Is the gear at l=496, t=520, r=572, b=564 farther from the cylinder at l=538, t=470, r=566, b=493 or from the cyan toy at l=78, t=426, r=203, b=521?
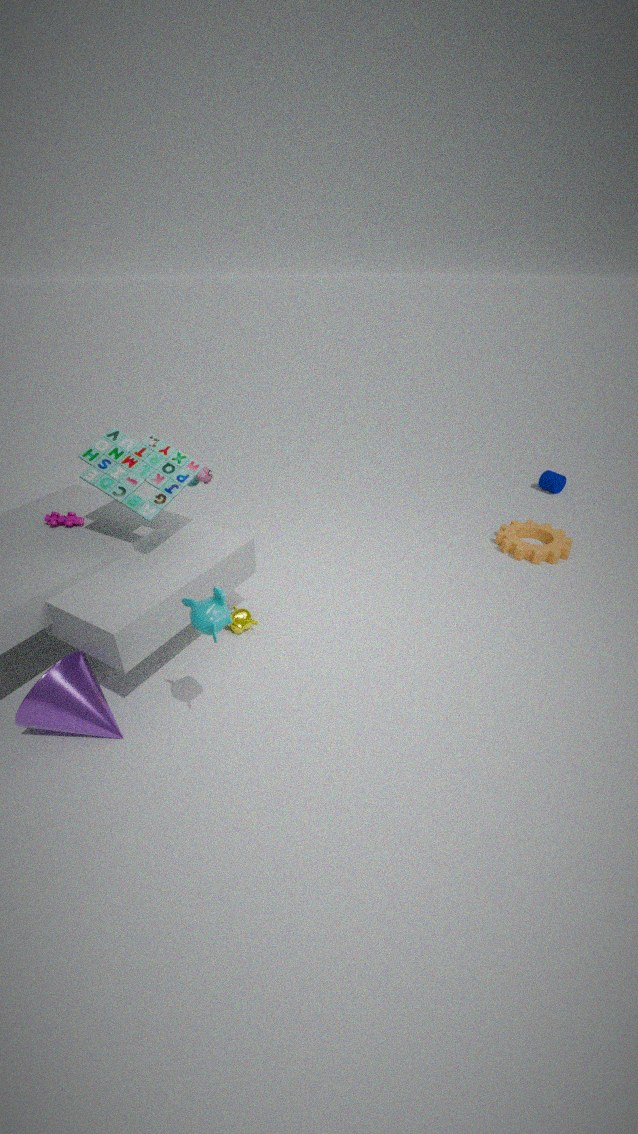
the cyan toy at l=78, t=426, r=203, b=521
